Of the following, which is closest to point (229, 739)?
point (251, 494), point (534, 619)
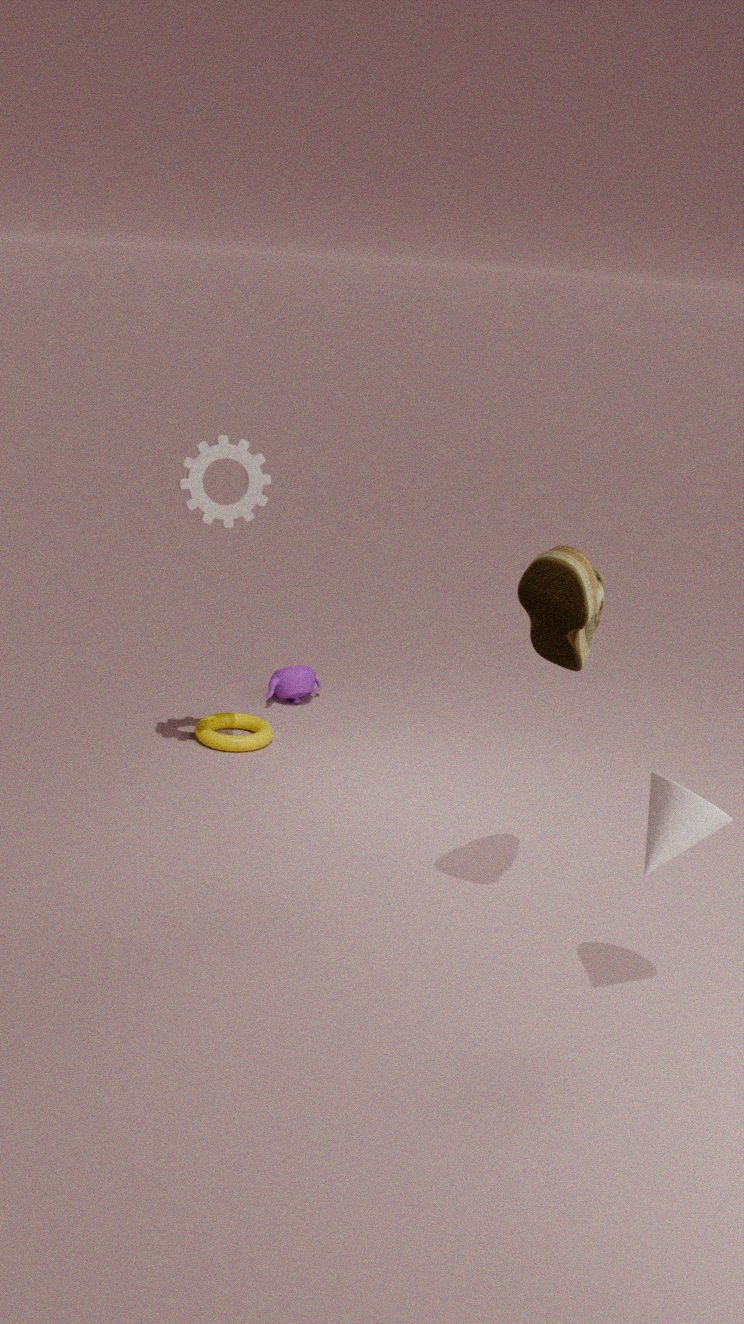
point (251, 494)
